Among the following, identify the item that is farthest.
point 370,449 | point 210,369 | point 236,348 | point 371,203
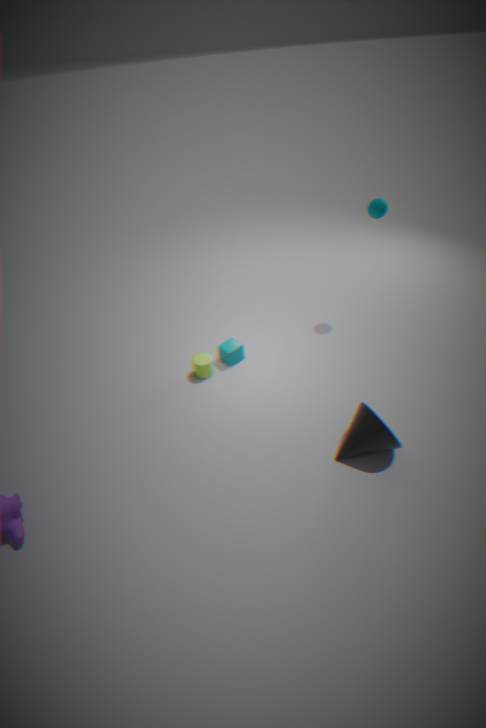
point 236,348
